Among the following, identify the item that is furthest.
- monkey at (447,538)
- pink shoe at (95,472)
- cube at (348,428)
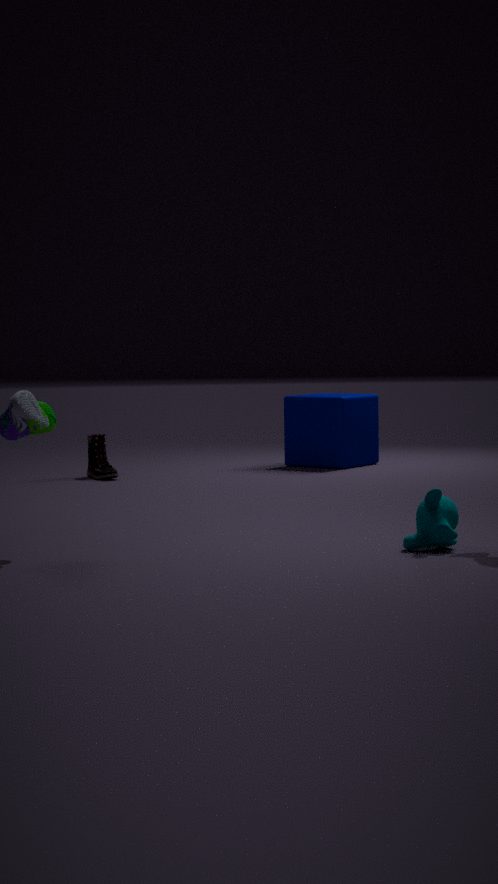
cube at (348,428)
